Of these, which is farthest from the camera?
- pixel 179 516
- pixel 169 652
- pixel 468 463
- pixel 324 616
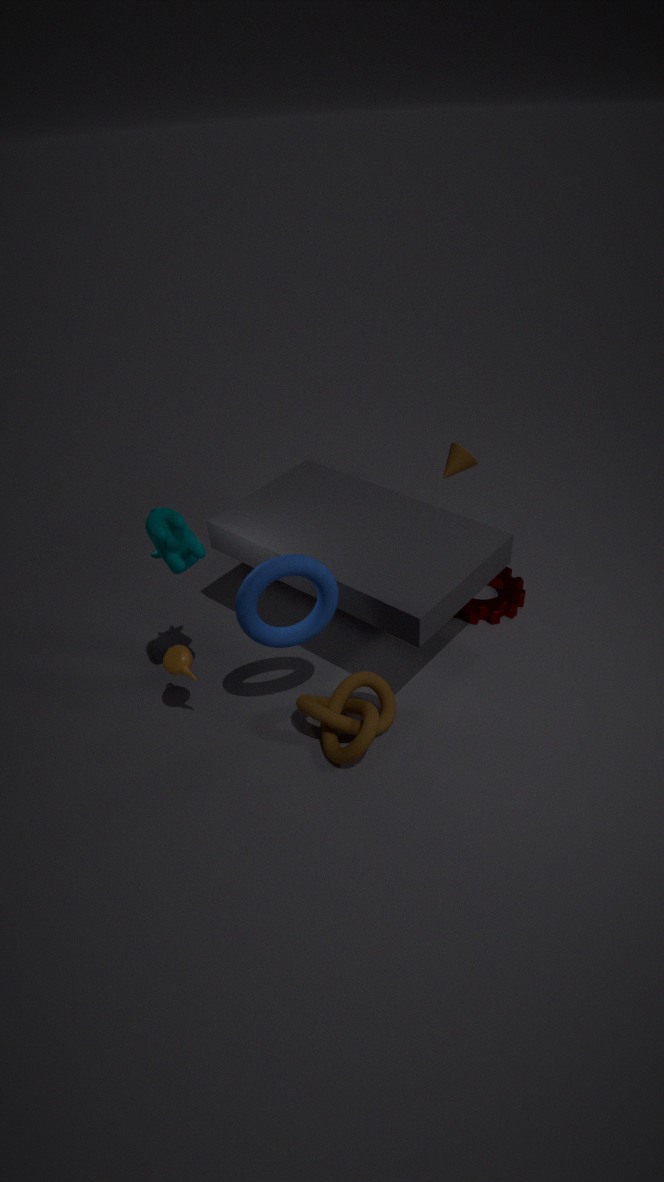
pixel 468 463
